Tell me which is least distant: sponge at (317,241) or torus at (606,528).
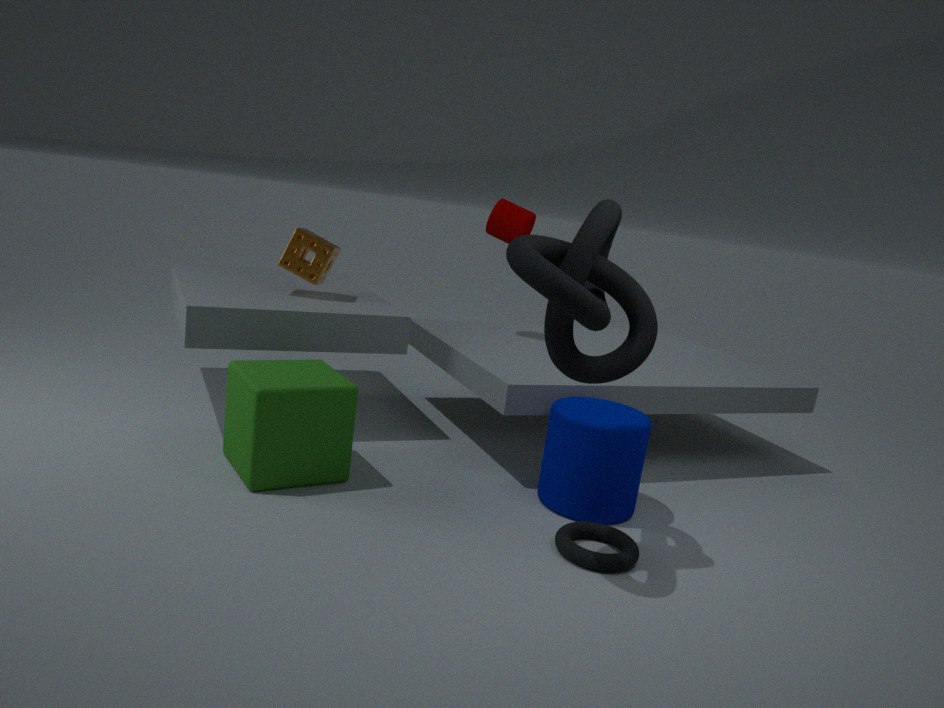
torus at (606,528)
